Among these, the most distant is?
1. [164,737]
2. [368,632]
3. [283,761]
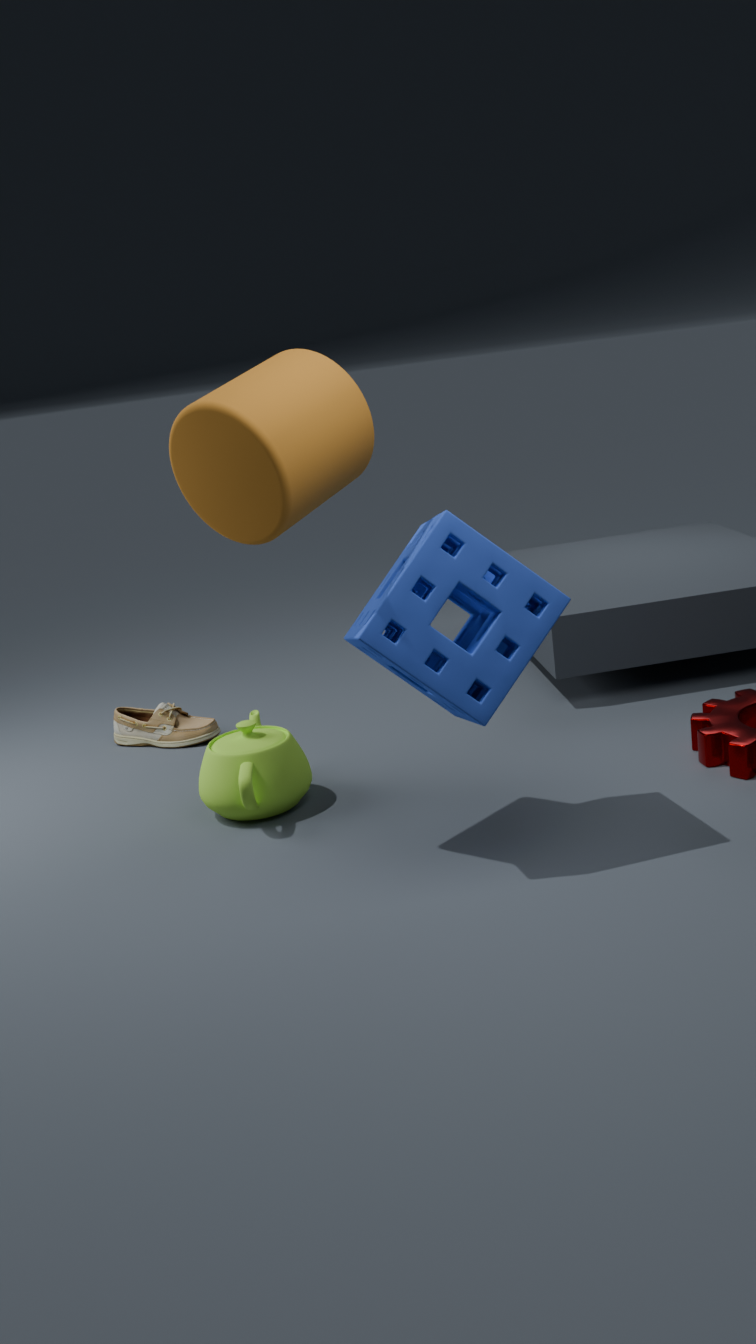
[164,737]
